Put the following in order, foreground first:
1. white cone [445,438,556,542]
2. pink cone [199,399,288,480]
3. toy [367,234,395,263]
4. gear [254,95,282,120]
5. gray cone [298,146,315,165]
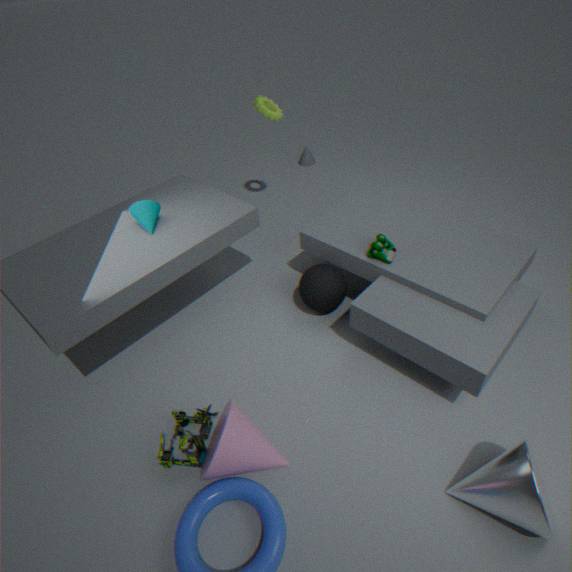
white cone [445,438,556,542] < pink cone [199,399,288,480] < toy [367,234,395,263] < gear [254,95,282,120] < gray cone [298,146,315,165]
